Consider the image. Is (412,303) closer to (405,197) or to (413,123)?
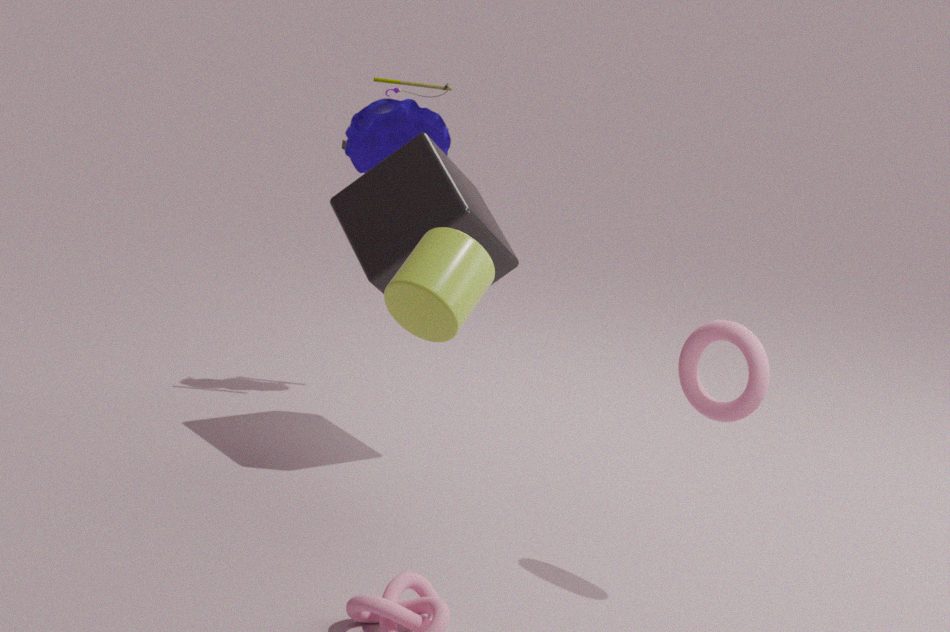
(405,197)
